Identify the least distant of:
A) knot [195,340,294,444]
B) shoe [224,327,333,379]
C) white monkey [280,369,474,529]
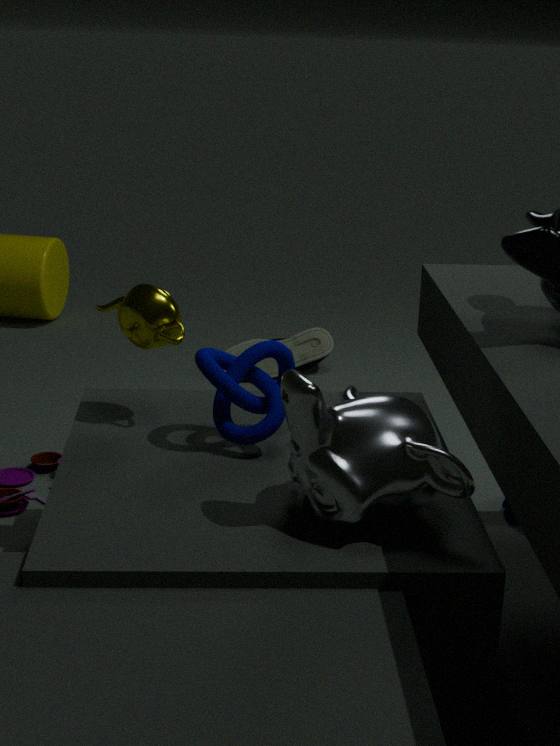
white monkey [280,369,474,529]
